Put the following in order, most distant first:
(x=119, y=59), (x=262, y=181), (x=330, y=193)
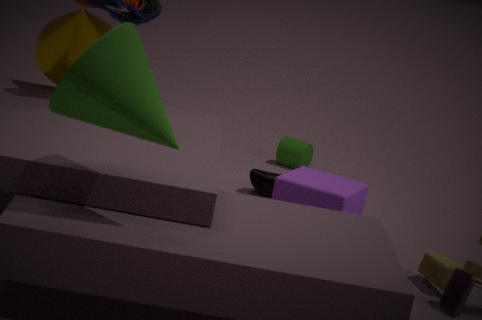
(x=262, y=181) < (x=330, y=193) < (x=119, y=59)
